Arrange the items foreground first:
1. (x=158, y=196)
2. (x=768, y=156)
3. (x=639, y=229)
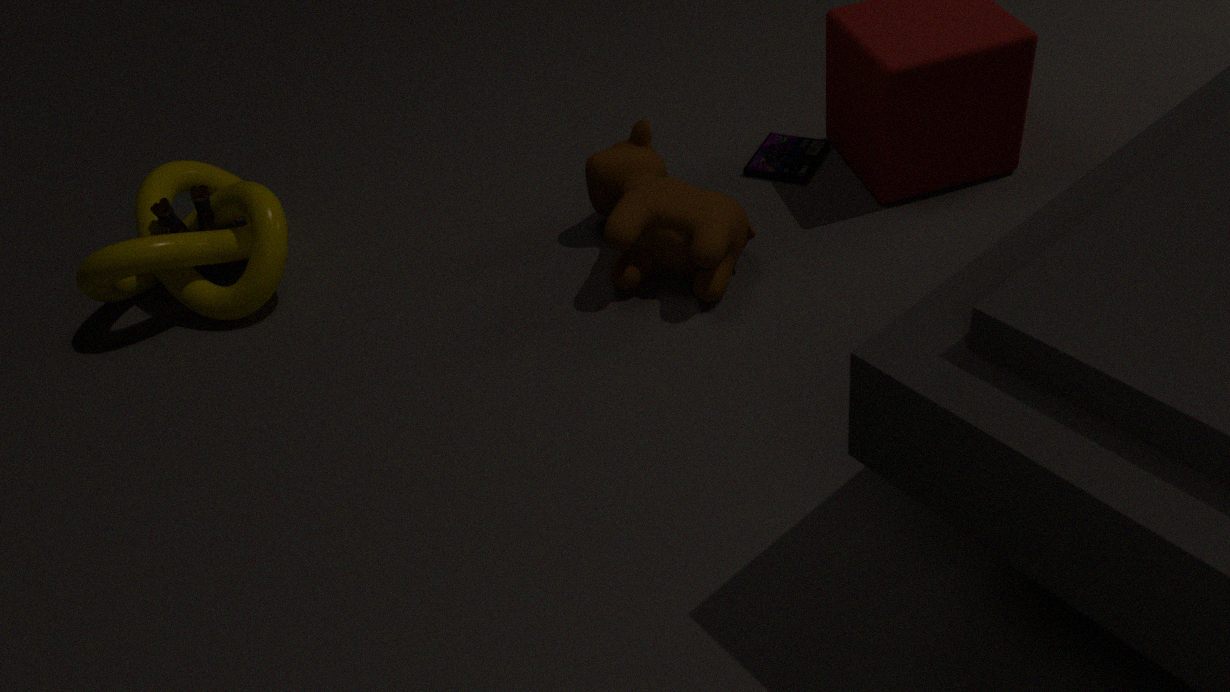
(x=639, y=229) < (x=158, y=196) < (x=768, y=156)
